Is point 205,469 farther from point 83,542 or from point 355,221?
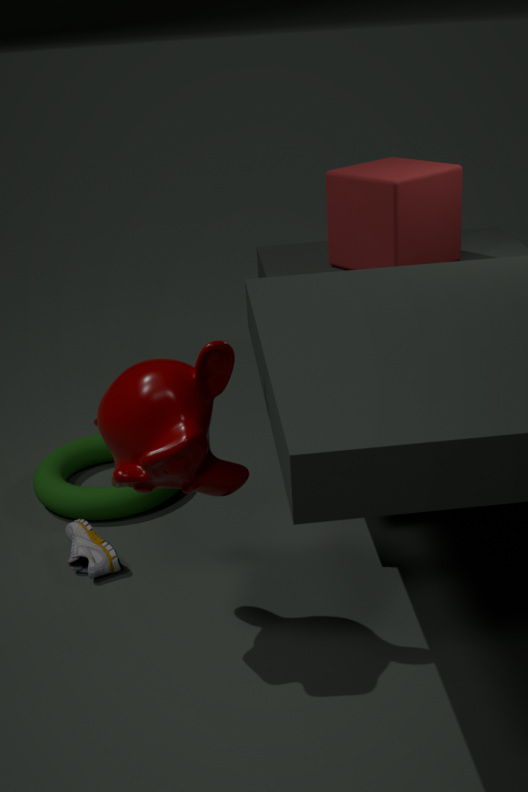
point 355,221
